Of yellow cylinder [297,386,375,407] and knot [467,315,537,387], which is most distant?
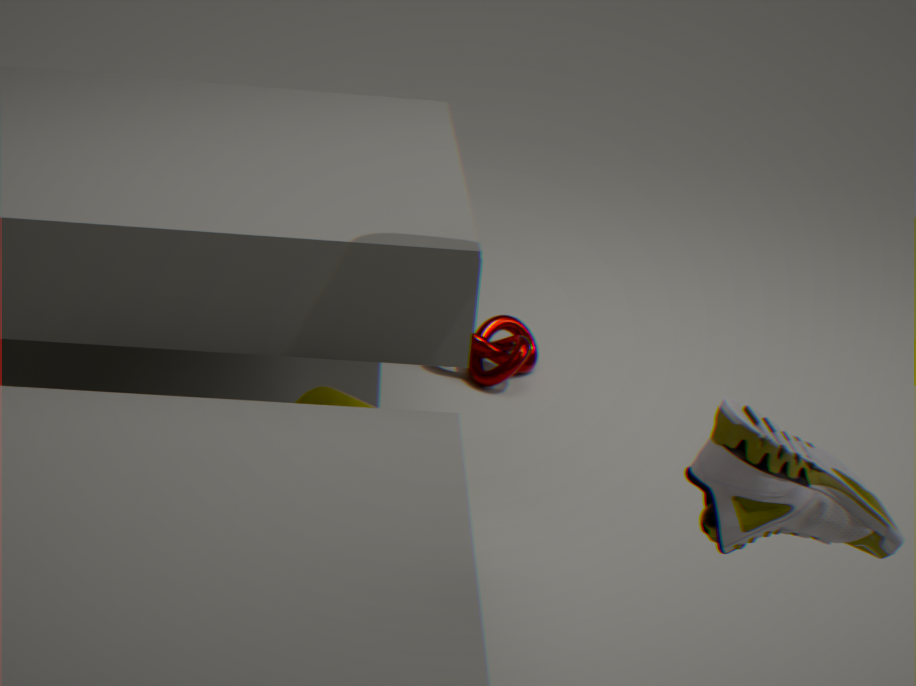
knot [467,315,537,387]
